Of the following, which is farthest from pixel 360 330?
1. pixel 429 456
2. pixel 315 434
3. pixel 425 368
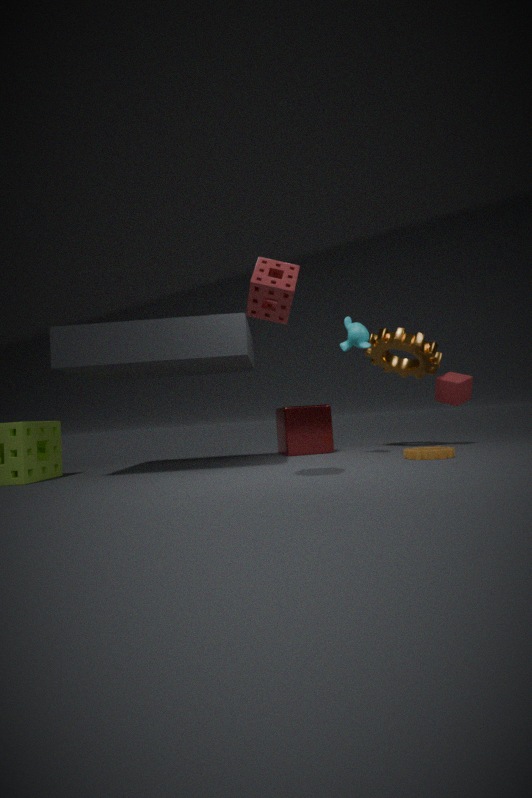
pixel 315 434
